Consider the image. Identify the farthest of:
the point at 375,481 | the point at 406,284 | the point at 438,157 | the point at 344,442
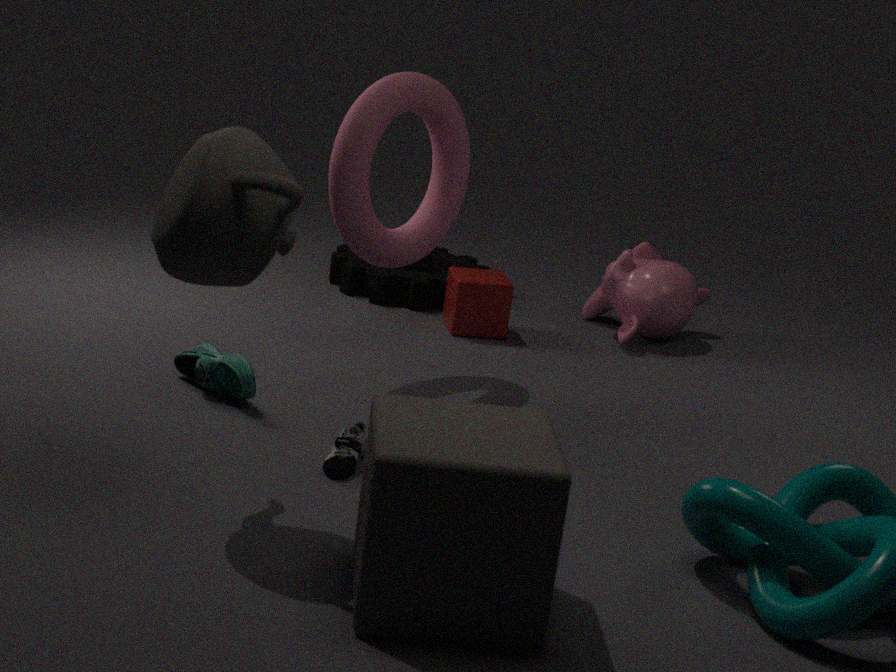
the point at 406,284
